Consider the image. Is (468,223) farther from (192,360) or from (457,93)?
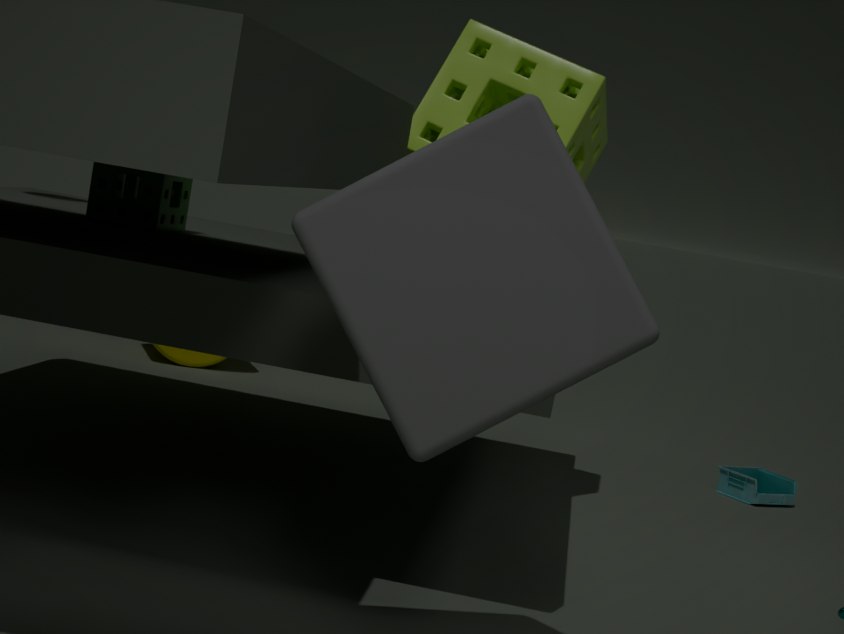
(192,360)
